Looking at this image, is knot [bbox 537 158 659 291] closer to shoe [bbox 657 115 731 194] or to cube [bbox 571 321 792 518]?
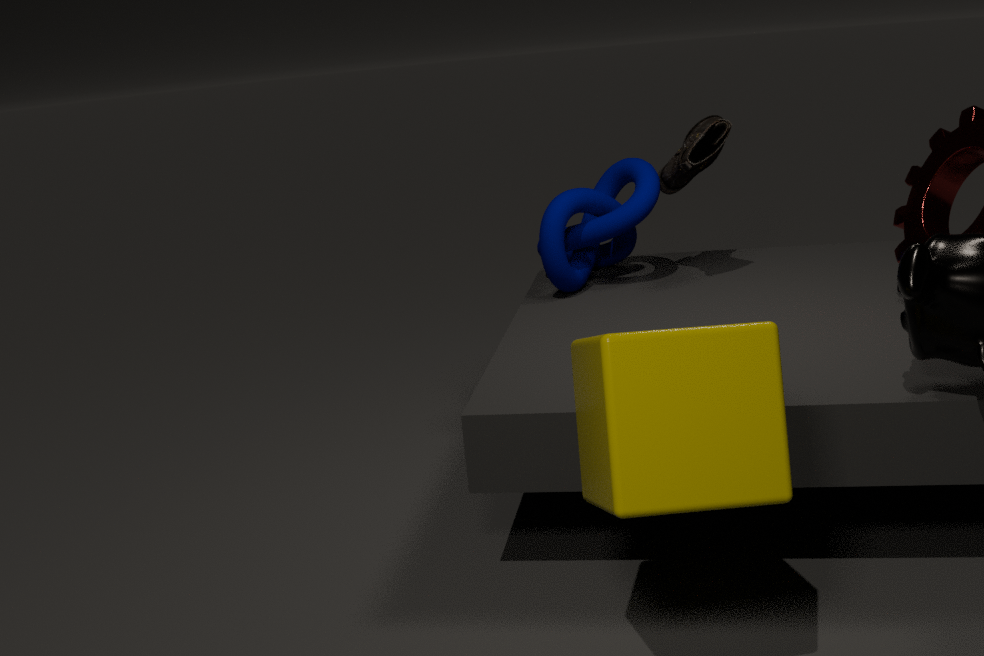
shoe [bbox 657 115 731 194]
